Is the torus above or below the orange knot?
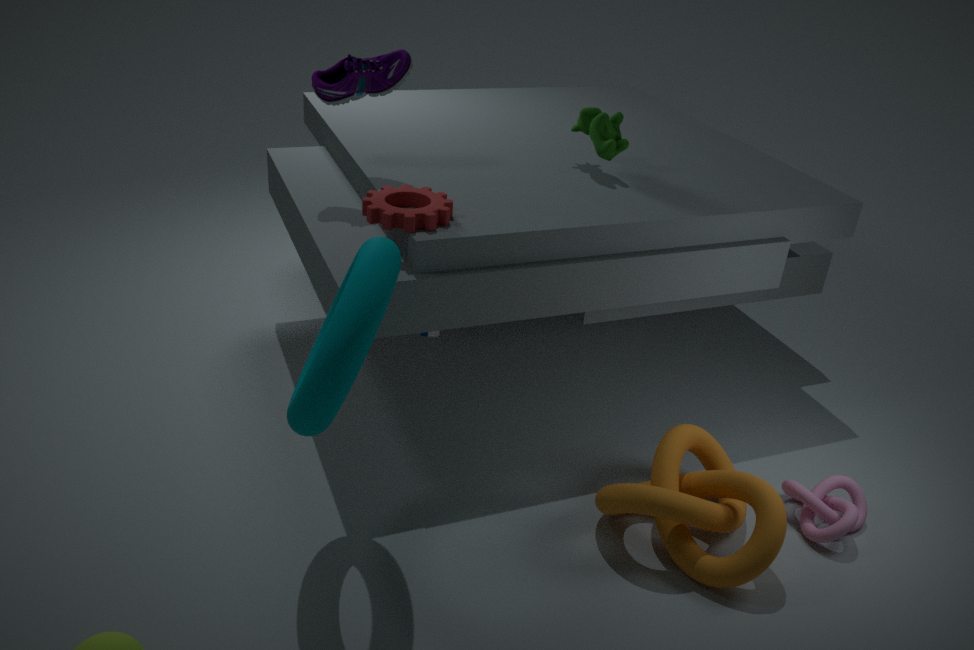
above
